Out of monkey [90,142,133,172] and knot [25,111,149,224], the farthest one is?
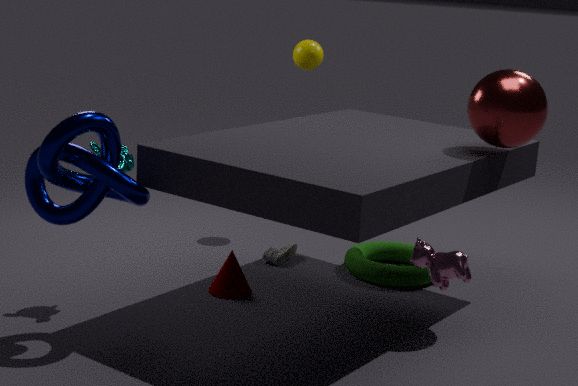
monkey [90,142,133,172]
